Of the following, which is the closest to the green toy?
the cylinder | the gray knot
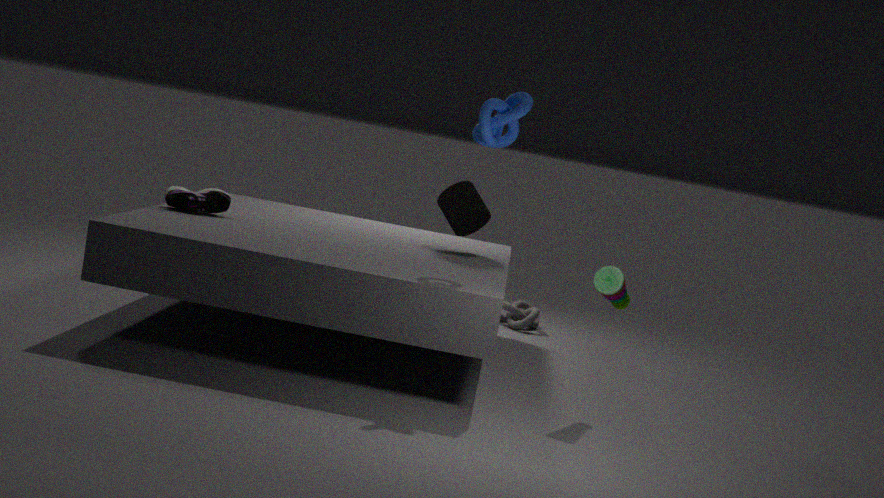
the cylinder
